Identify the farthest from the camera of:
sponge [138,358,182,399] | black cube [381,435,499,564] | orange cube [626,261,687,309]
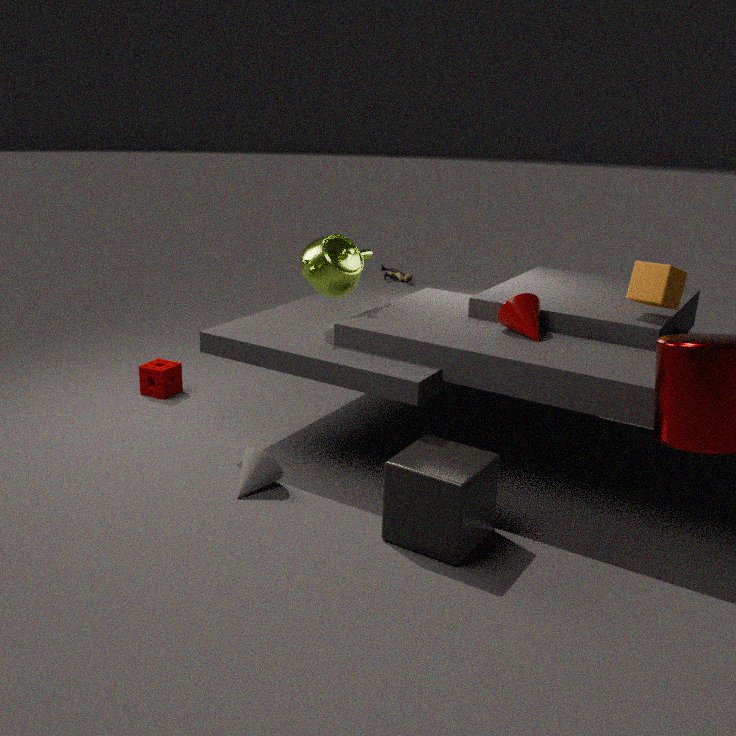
sponge [138,358,182,399]
